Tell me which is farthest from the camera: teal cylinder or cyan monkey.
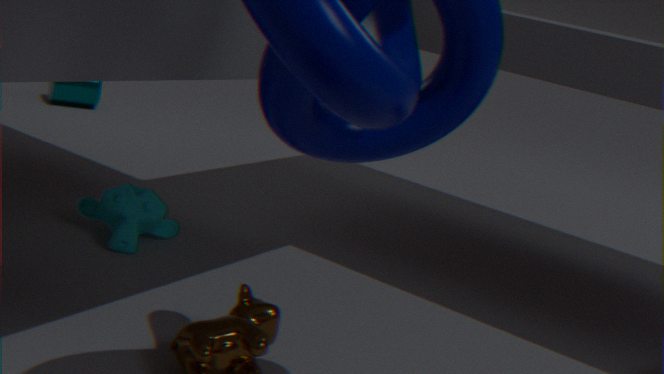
teal cylinder
